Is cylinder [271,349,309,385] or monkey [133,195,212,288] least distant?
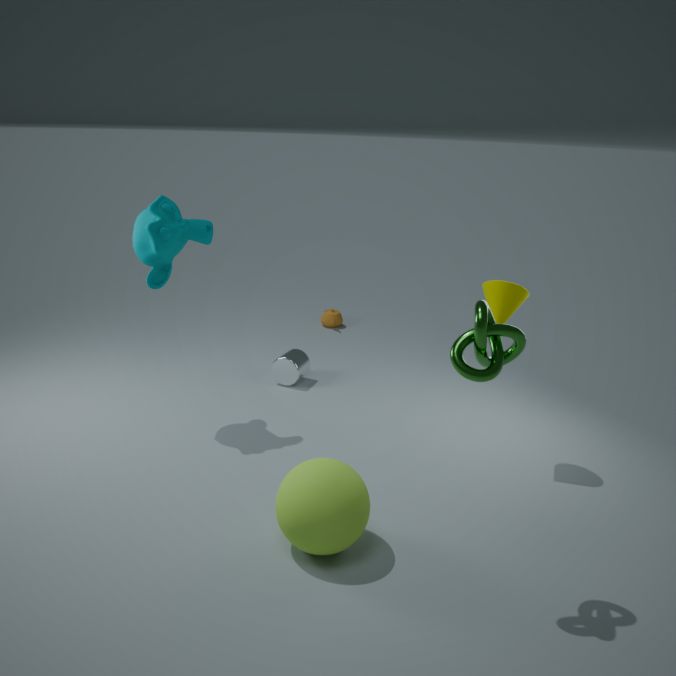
monkey [133,195,212,288]
